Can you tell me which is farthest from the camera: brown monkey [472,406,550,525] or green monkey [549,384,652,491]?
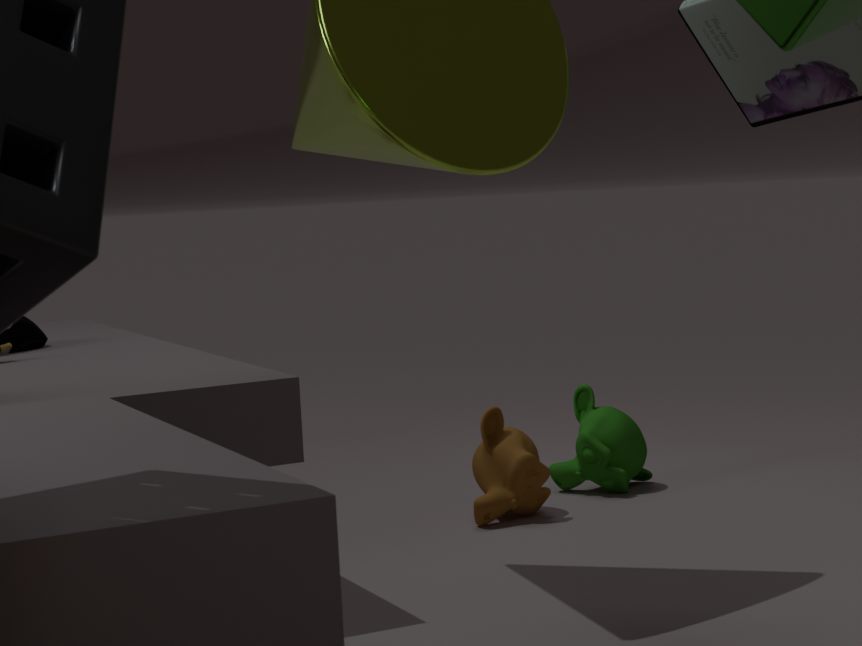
green monkey [549,384,652,491]
